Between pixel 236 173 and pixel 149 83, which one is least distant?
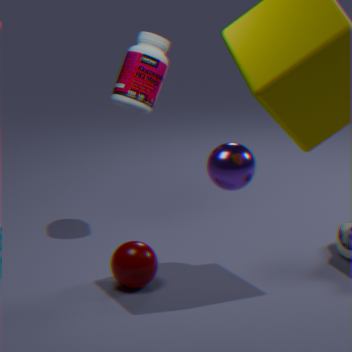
pixel 236 173
